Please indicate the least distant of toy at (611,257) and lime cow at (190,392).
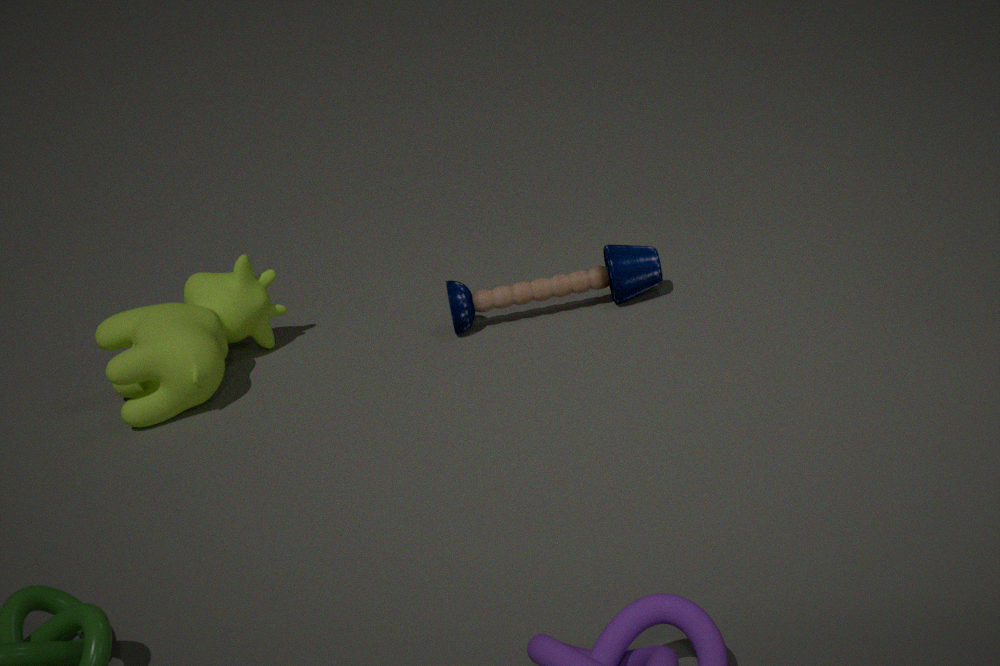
lime cow at (190,392)
